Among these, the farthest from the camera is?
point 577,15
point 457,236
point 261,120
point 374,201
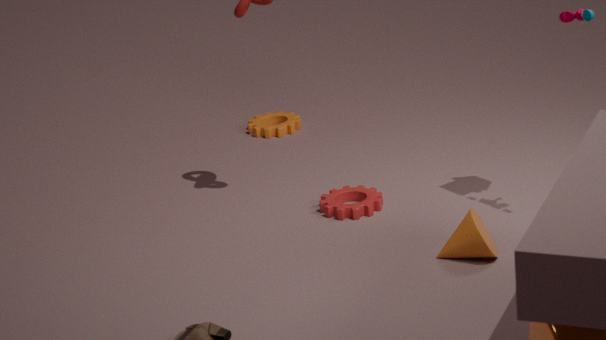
point 261,120
